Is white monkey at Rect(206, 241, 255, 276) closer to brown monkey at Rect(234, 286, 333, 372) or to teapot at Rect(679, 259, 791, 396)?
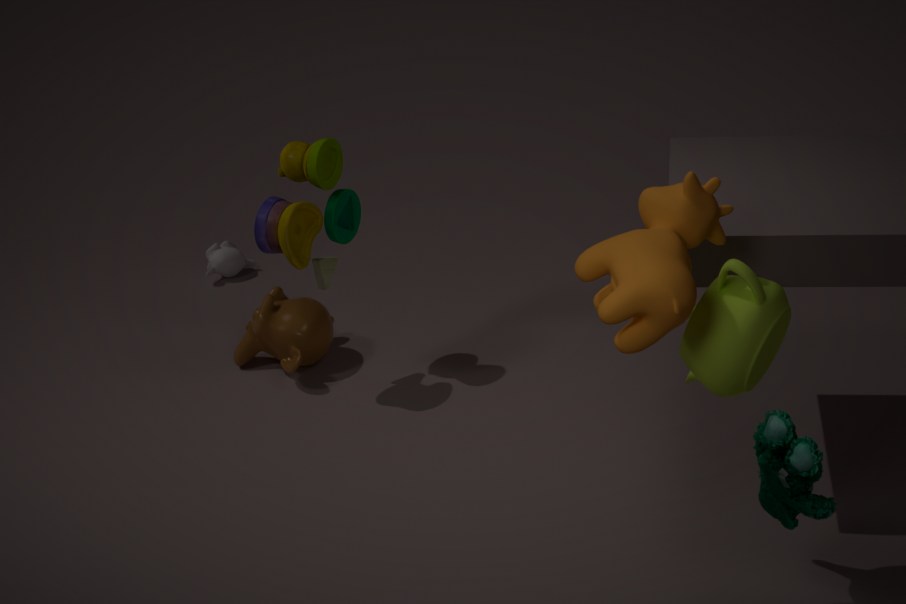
brown monkey at Rect(234, 286, 333, 372)
